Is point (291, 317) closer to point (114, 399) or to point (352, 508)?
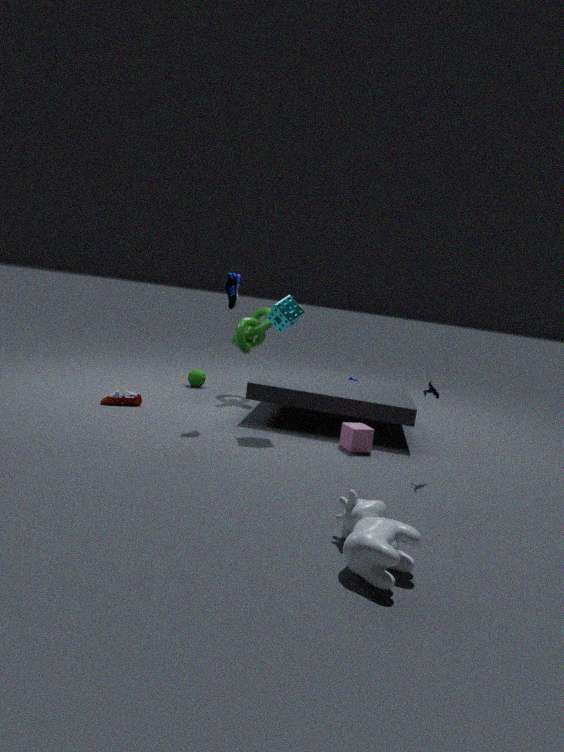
point (114, 399)
